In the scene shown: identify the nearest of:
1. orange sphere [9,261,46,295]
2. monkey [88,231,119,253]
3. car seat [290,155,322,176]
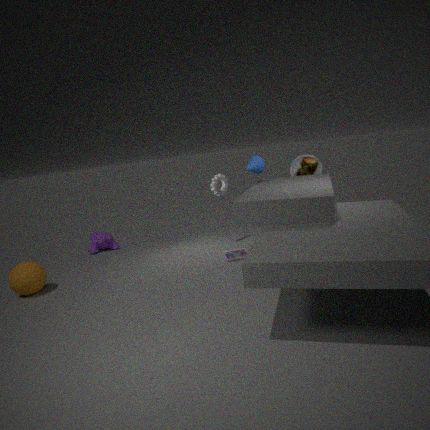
orange sphere [9,261,46,295]
